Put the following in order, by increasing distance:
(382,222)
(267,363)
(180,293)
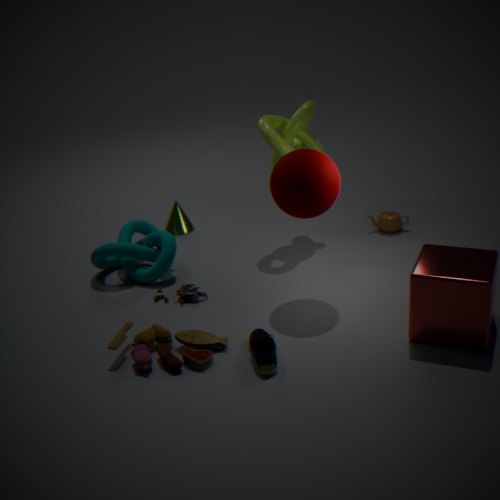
(267,363) < (180,293) < (382,222)
